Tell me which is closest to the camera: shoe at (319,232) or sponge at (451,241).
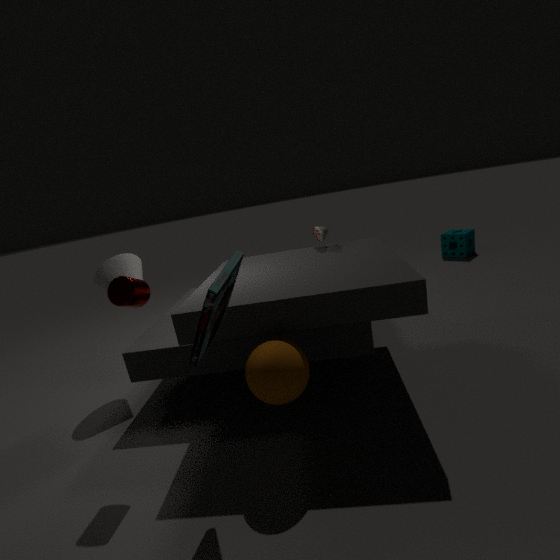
shoe at (319,232)
